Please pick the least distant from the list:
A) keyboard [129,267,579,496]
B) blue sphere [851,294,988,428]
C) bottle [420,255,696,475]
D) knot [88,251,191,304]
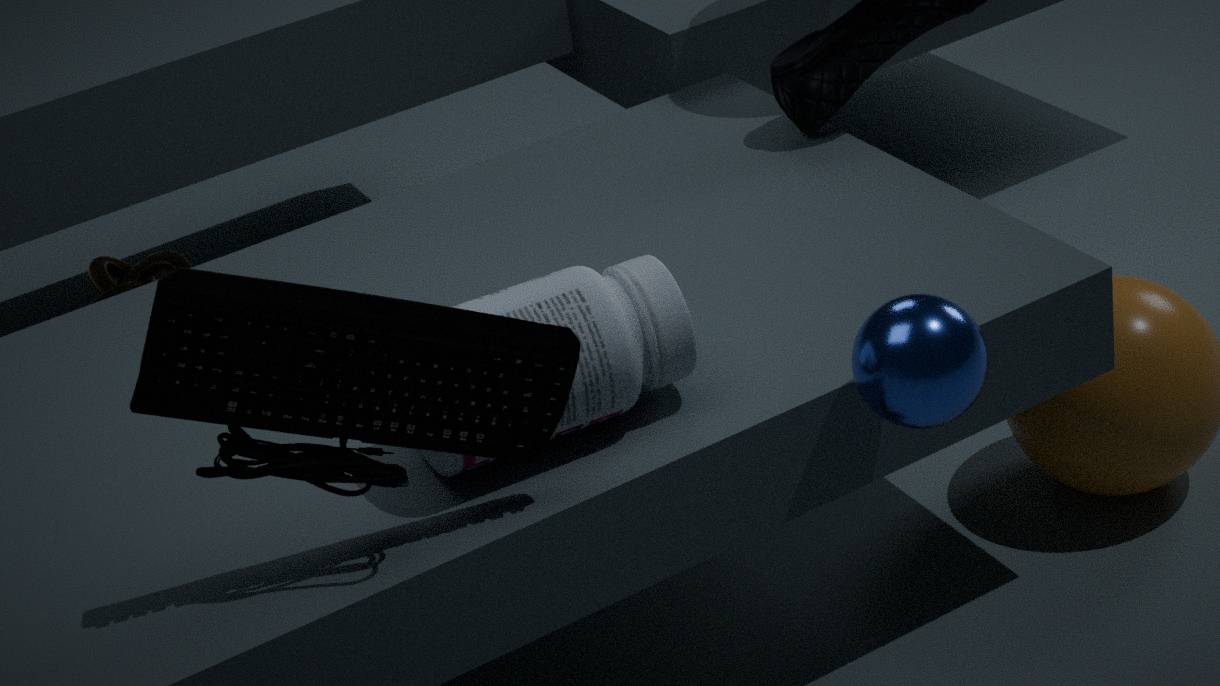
keyboard [129,267,579,496]
